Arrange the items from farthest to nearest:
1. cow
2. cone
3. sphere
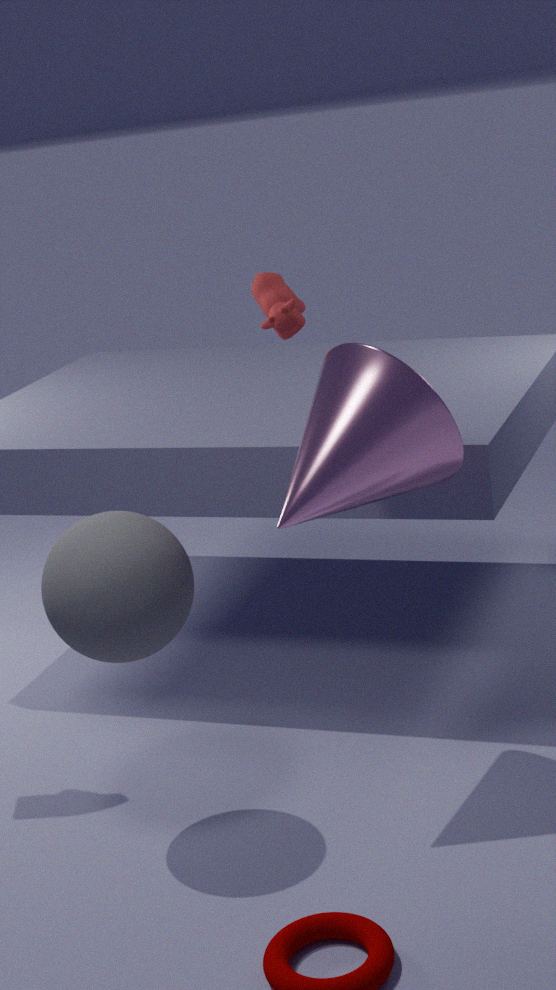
cow < cone < sphere
